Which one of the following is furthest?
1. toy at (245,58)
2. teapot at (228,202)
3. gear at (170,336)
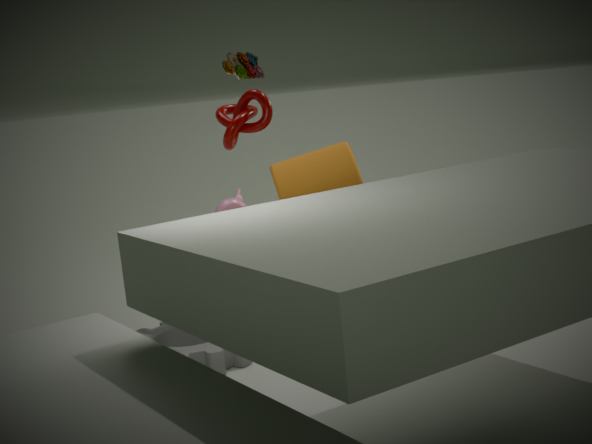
teapot at (228,202)
